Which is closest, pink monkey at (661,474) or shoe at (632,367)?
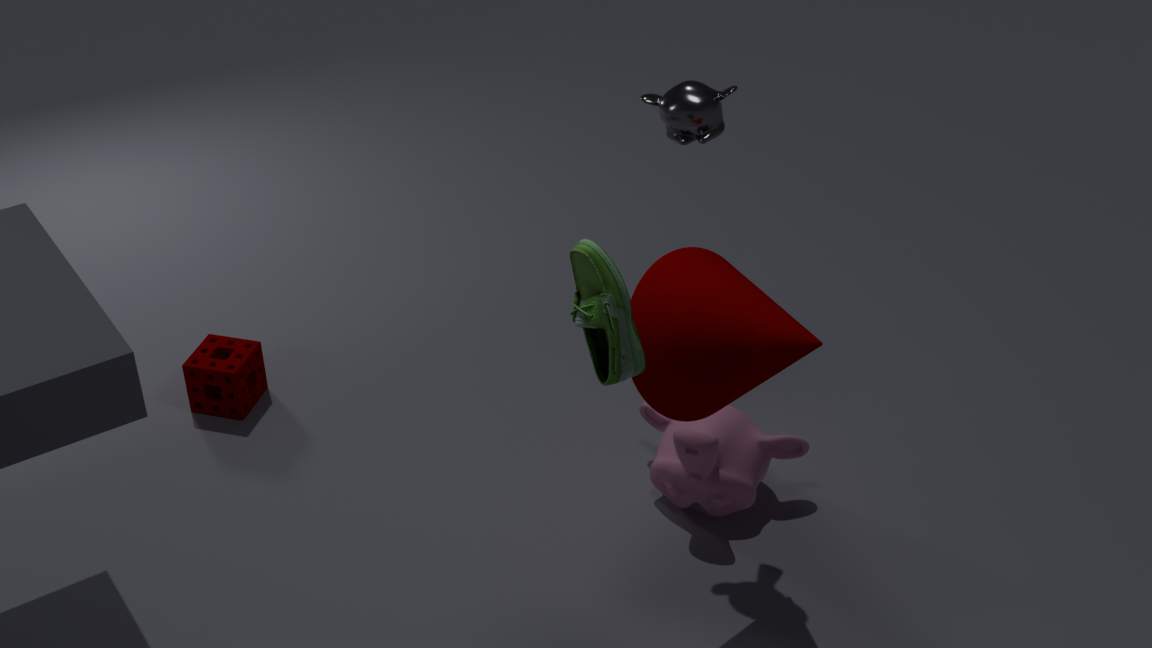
shoe at (632,367)
